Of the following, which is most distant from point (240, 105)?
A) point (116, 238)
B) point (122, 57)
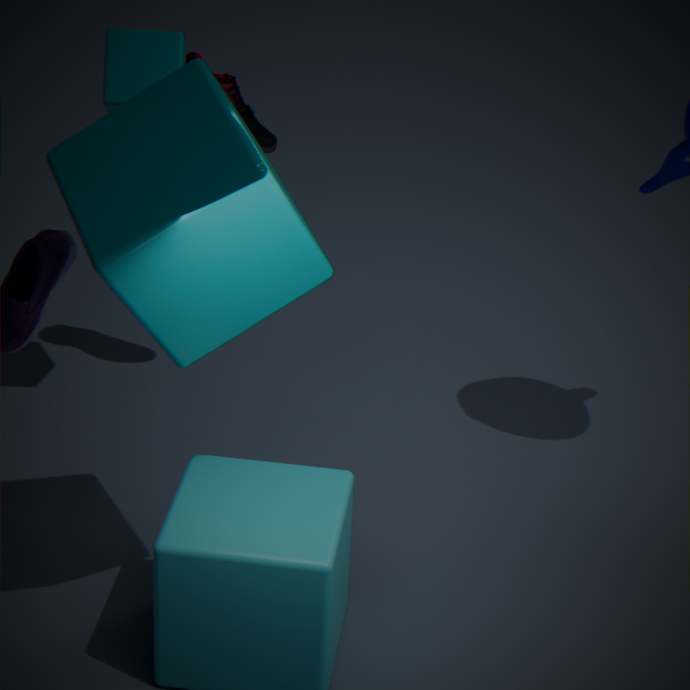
point (116, 238)
